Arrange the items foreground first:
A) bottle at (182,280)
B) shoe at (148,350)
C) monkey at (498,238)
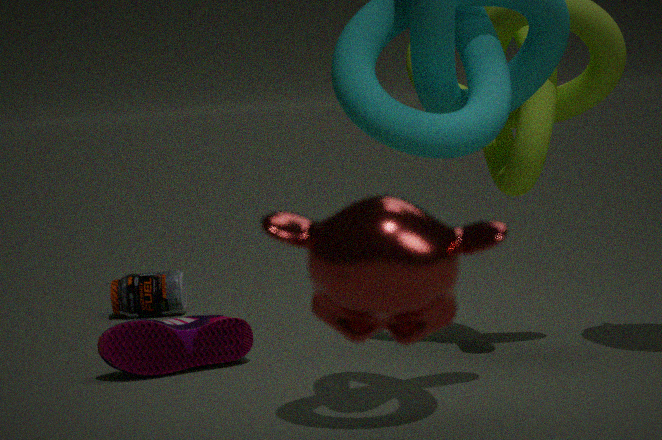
1. monkey at (498,238)
2. shoe at (148,350)
3. bottle at (182,280)
